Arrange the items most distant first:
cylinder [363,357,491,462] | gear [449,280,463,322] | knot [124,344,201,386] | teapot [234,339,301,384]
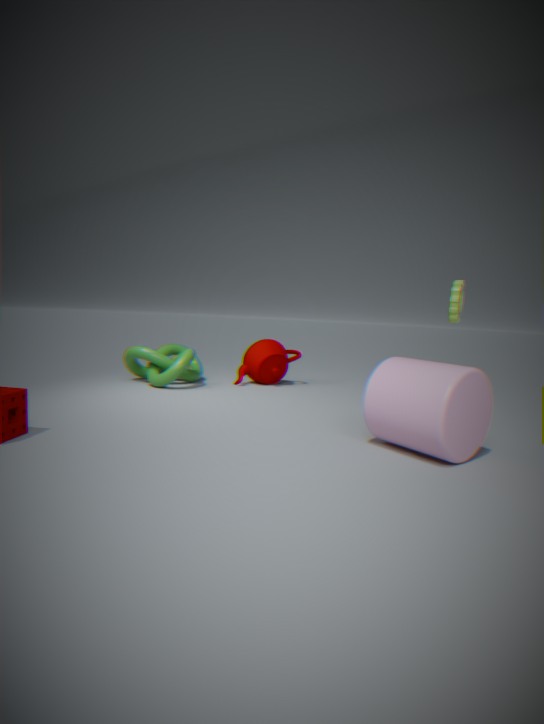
1. teapot [234,339,301,384]
2. gear [449,280,463,322]
3. knot [124,344,201,386]
4. cylinder [363,357,491,462]
